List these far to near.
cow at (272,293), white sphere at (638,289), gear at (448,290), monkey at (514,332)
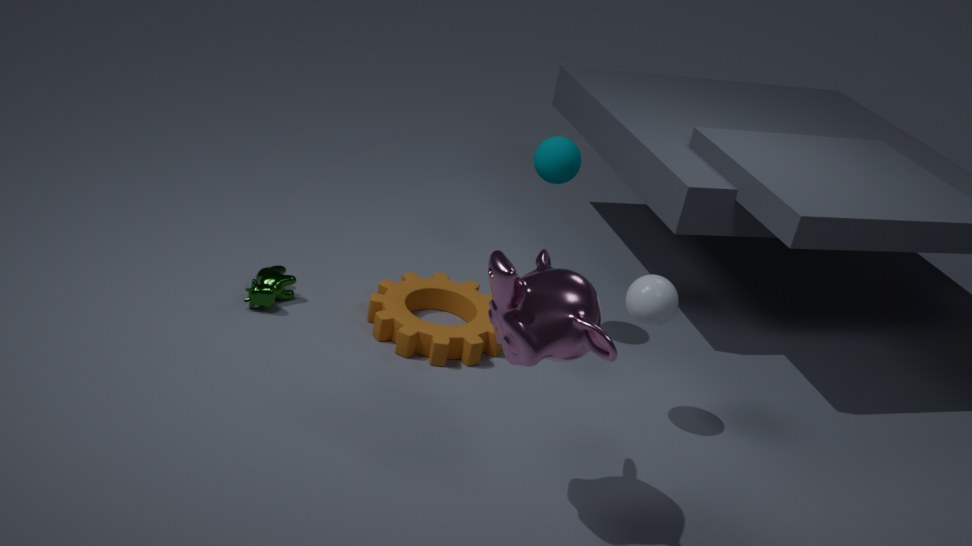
cow at (272,293)
gear at (448,290)
white sphere at (638,289)
monkey at (514,332)
